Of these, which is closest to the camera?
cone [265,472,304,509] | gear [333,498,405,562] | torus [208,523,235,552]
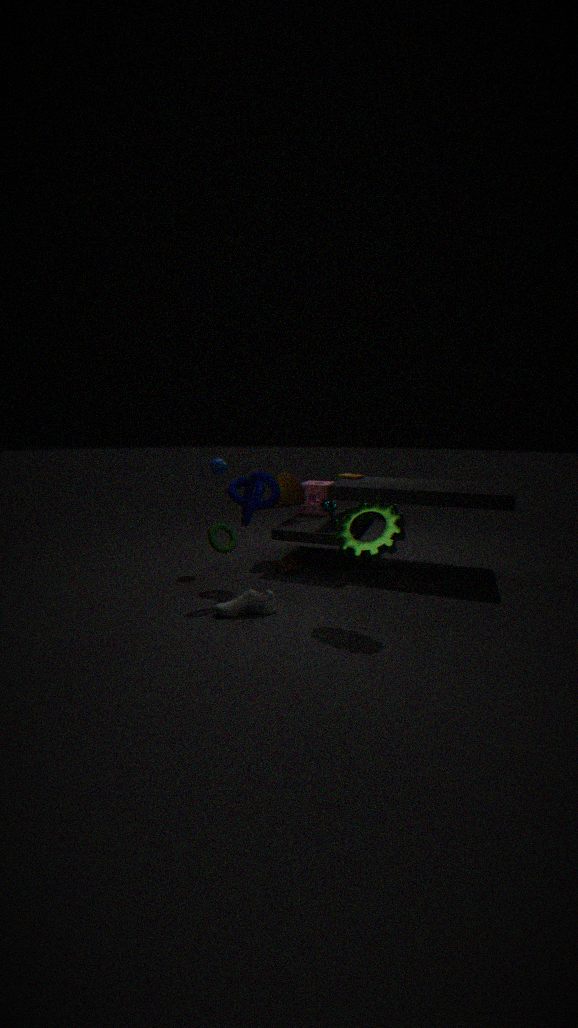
gear [333,498,405,562]
